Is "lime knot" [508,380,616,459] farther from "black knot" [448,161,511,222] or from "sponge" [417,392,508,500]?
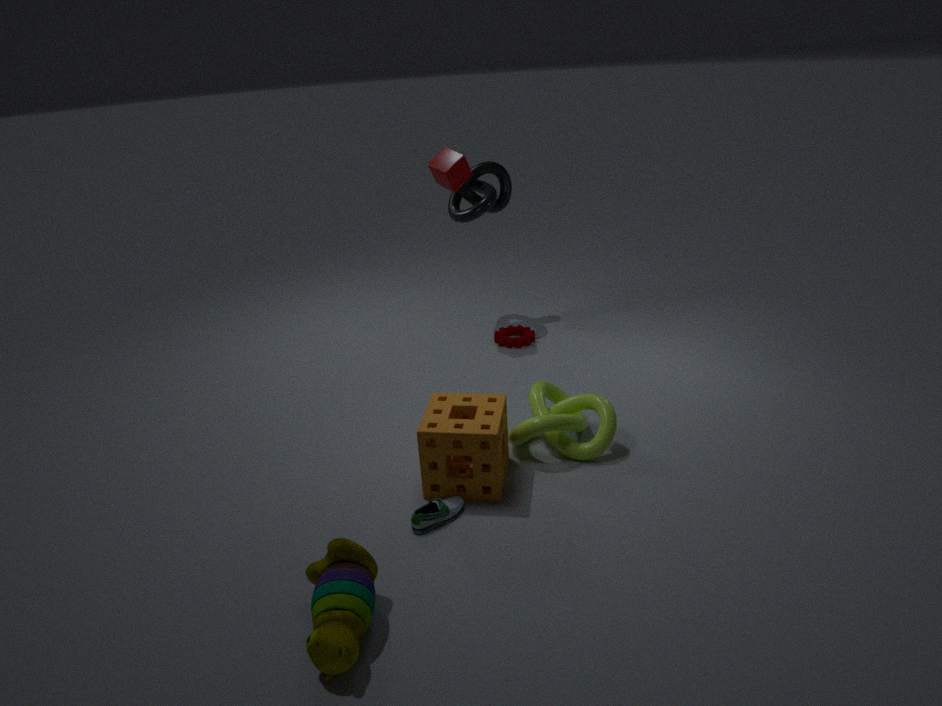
"black knot" [448,161,511,222]
